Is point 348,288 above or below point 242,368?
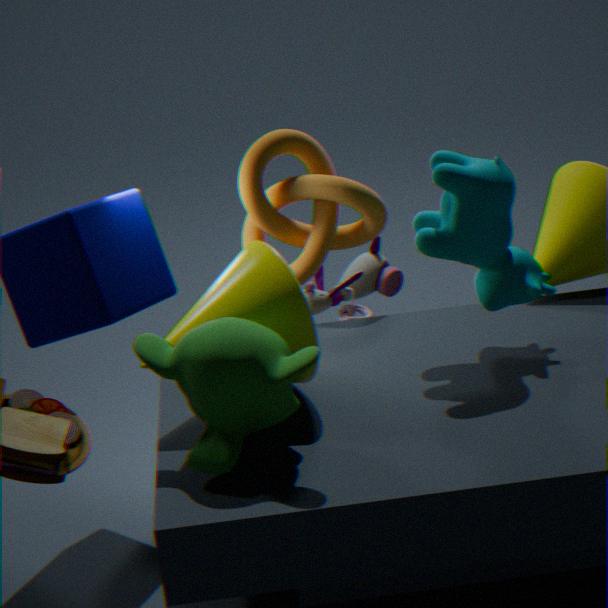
below
